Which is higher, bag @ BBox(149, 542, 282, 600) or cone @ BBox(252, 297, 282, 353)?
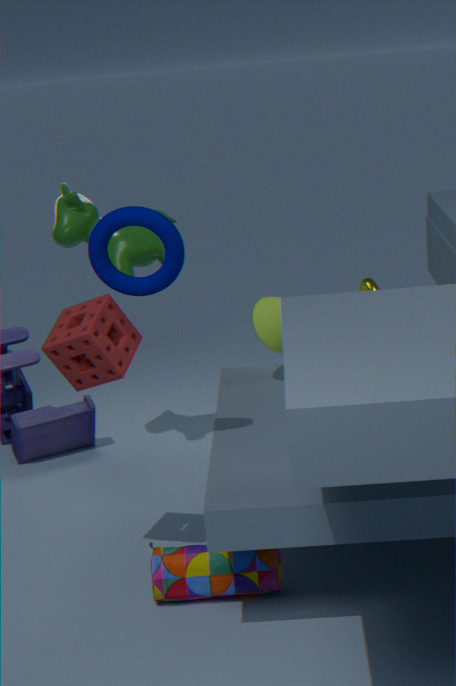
cone @ BBox(252, 297, 282, 353)
